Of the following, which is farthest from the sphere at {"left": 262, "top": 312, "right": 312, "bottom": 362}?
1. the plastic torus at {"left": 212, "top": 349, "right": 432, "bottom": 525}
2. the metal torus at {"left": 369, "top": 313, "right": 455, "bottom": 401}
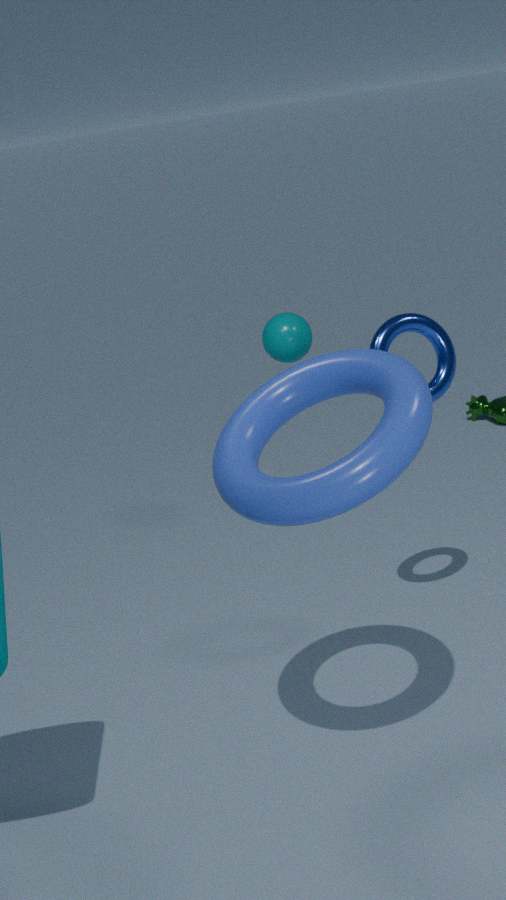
the plastic torus at {"left": 212, "top": 349, "right": 432, "bottom": 525}
